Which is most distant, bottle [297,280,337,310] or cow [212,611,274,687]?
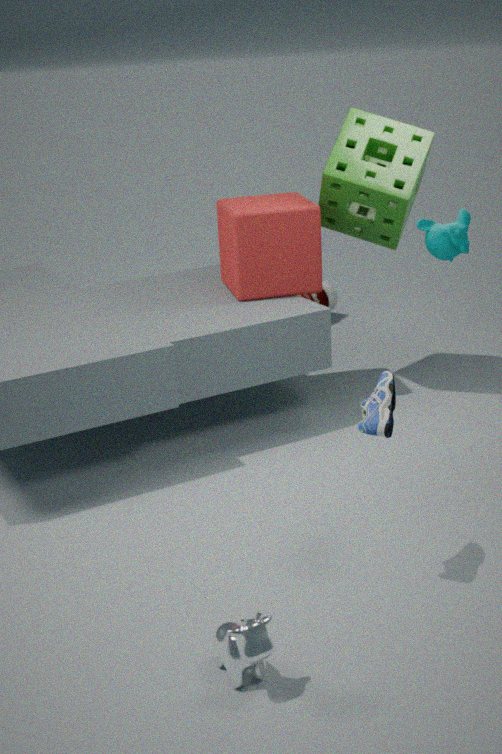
bottle [297,280,337,310]
